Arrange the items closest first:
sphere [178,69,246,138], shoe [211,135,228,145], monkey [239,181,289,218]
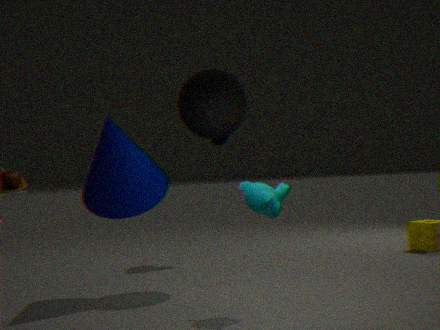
1. monkey [239,181,289,218]
2. sphere [178,69,246,138]
3. shoe [211,135,228,145]
